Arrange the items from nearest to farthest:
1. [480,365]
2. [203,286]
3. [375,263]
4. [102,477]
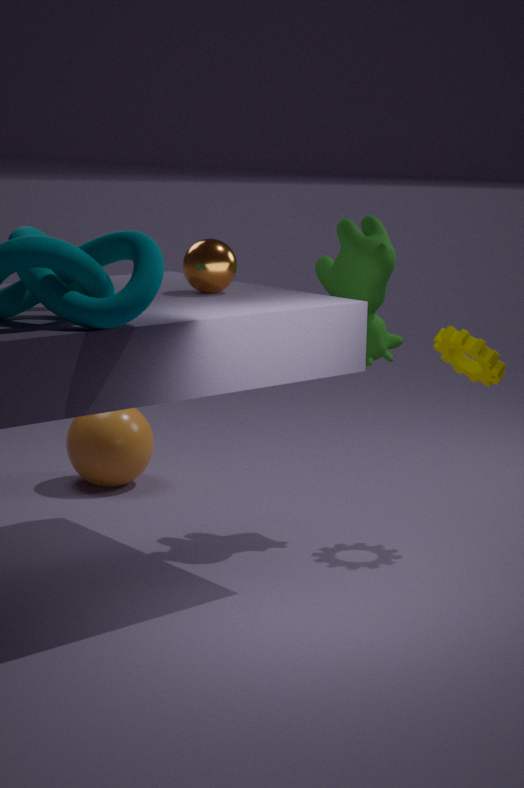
[203,286] < [375,263] < [480,365] < [102,477]
